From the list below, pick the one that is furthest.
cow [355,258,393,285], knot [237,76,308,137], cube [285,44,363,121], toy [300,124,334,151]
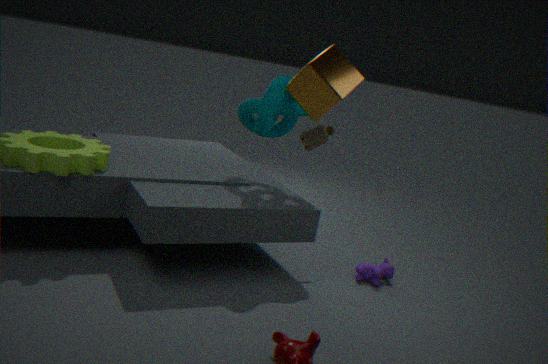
toy [300,124,334,151]
